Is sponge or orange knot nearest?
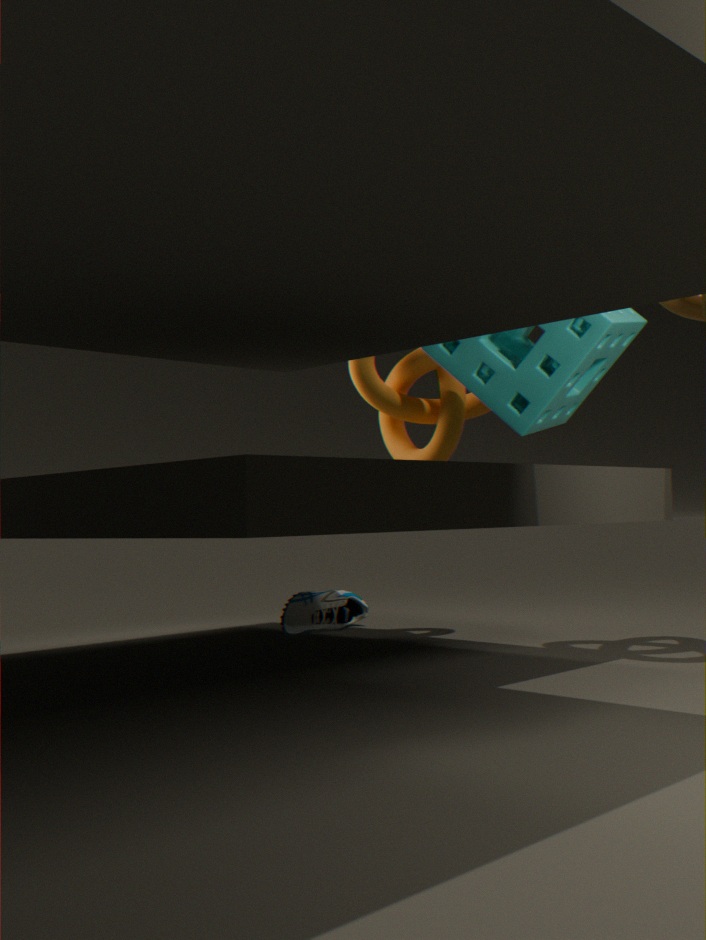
sponge
